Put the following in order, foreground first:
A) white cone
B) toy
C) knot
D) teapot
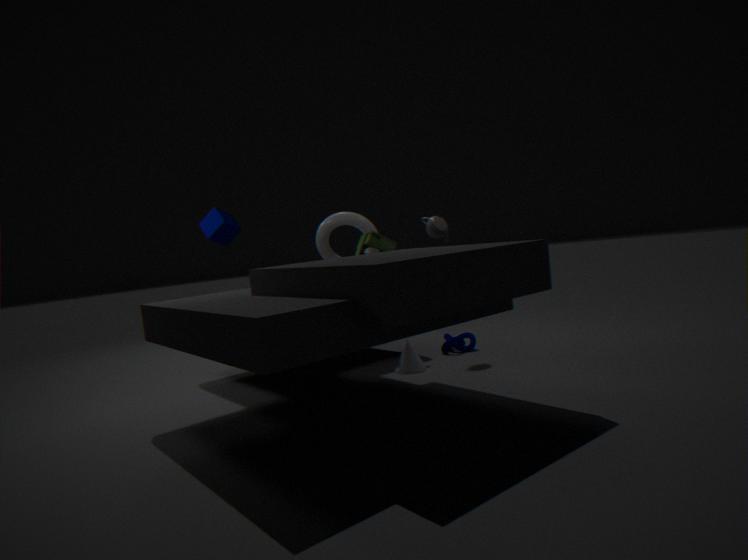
white cone, teapot, toy, knot
